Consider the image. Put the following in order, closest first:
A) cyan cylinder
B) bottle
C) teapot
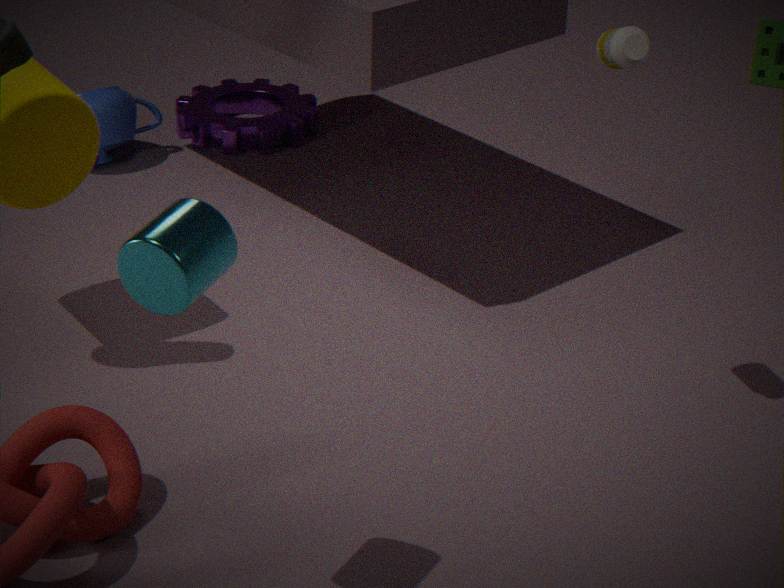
cyan cylinder < bottle < teapot
